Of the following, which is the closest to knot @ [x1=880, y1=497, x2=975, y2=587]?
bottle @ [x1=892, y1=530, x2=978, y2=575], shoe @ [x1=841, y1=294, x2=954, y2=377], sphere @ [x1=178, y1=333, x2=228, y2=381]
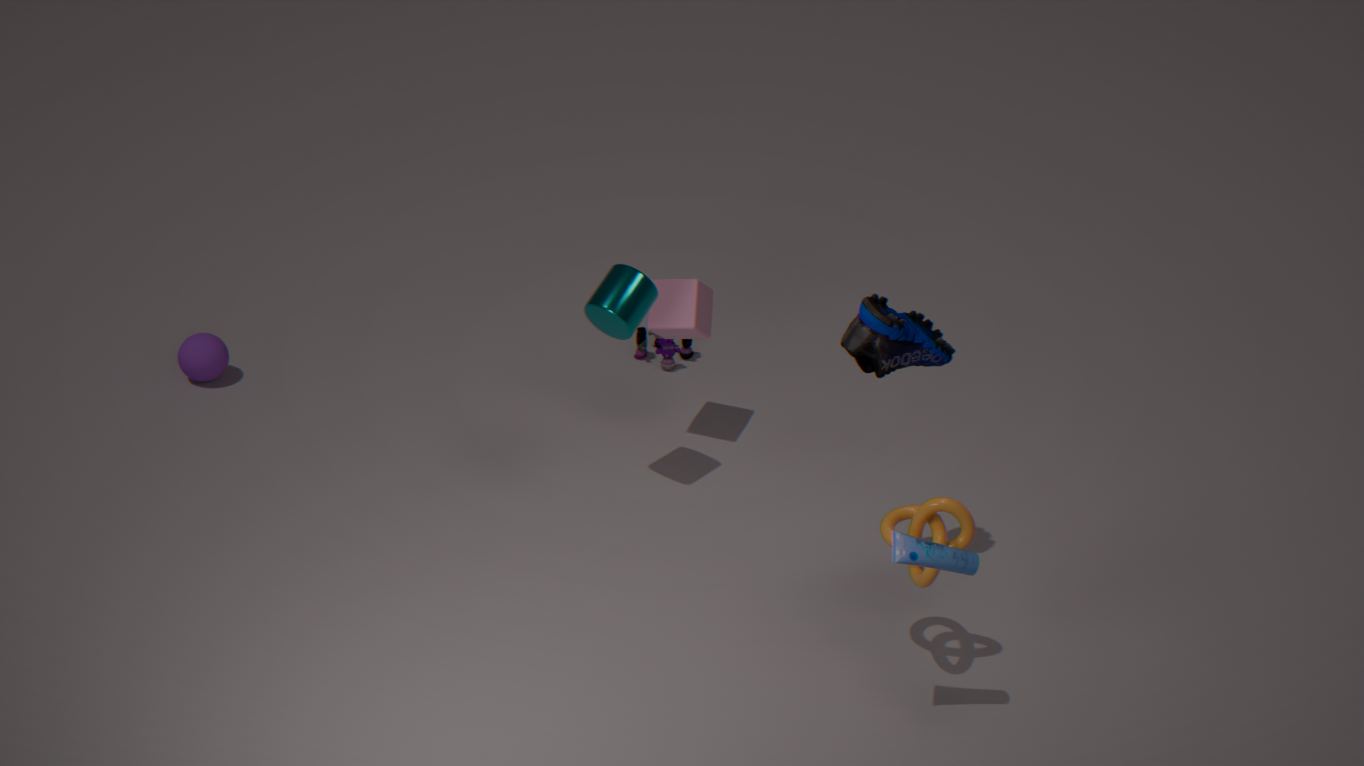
bottle @ [x1=892, y1=530, x2=978, y2=575]
